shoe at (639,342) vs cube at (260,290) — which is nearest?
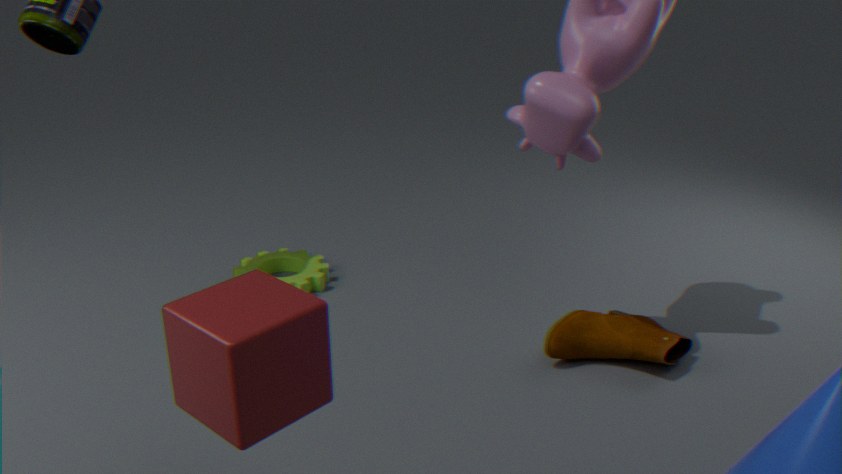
cube at (260,290)
